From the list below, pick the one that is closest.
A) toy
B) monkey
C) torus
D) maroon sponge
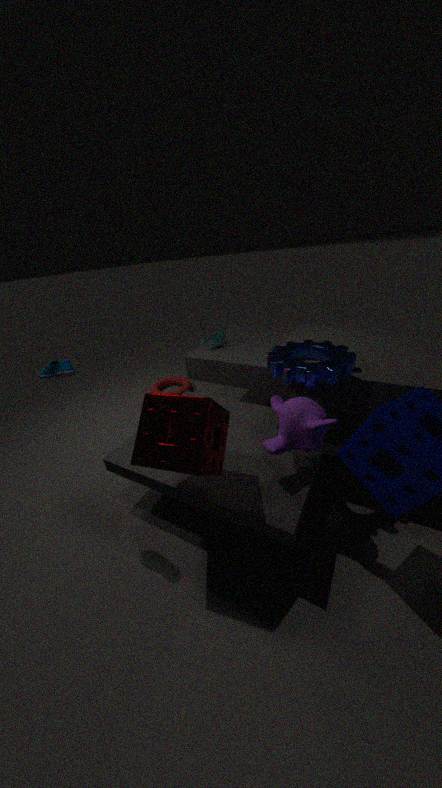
maroon sponge
